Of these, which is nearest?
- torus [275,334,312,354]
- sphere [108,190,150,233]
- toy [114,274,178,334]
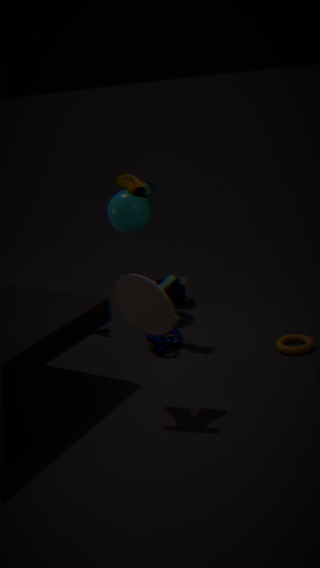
toy [114,274,178,334]
